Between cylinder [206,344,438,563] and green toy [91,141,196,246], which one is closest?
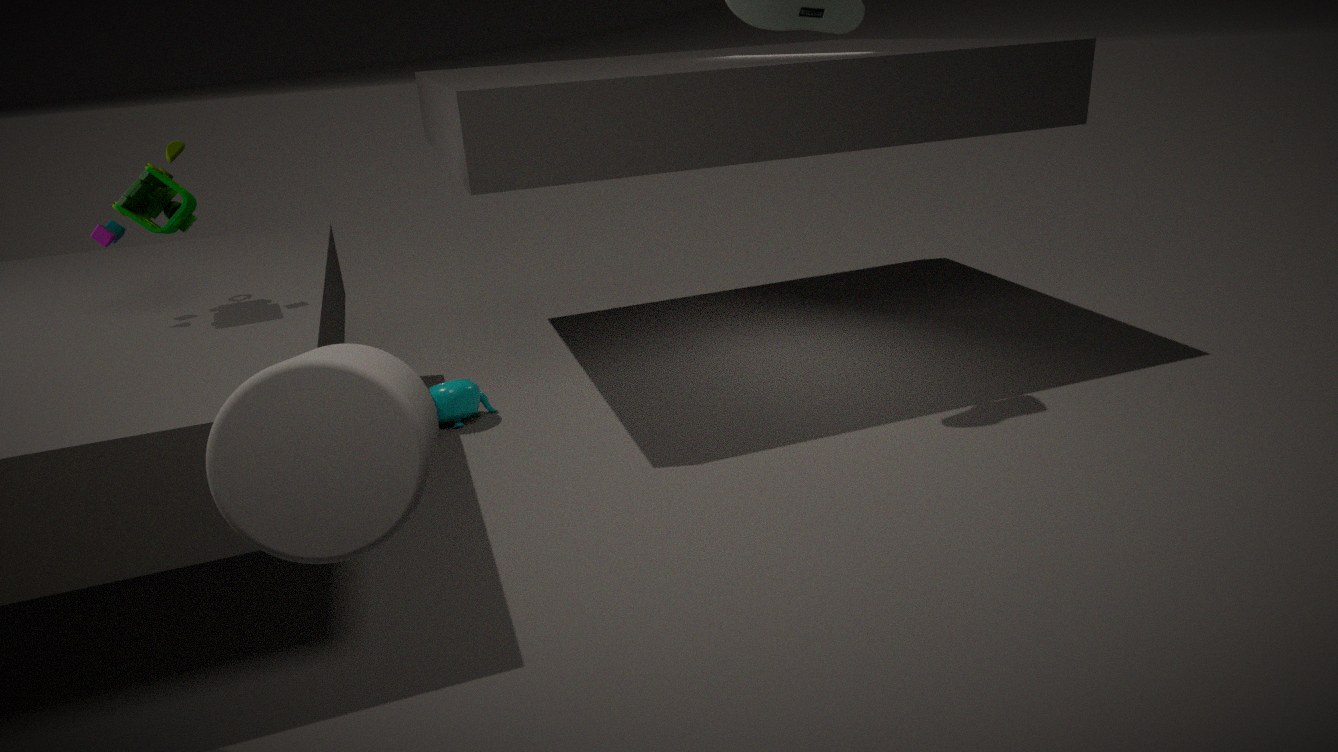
cylinder [206,344,438,563]
